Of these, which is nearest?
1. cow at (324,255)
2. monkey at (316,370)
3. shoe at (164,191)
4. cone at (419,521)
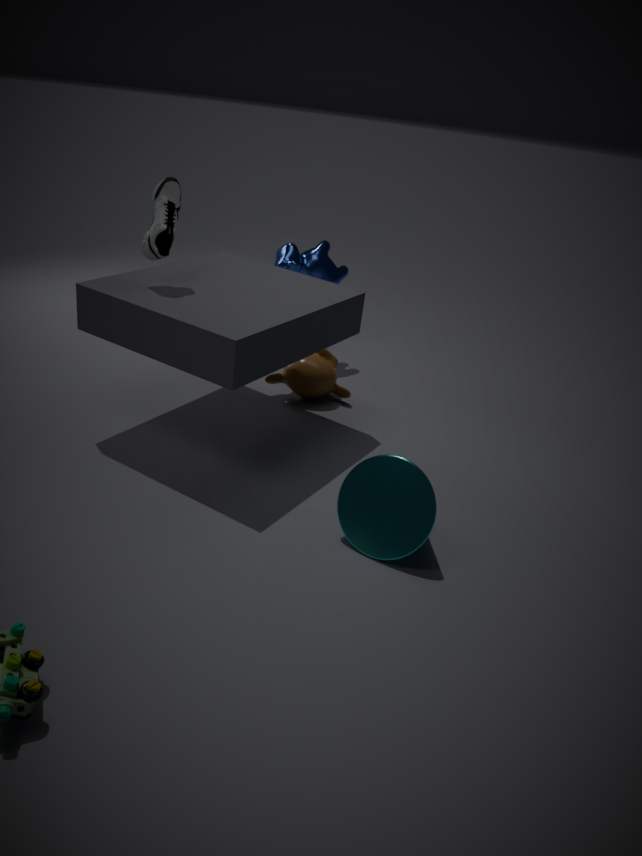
cone at (419,521)
